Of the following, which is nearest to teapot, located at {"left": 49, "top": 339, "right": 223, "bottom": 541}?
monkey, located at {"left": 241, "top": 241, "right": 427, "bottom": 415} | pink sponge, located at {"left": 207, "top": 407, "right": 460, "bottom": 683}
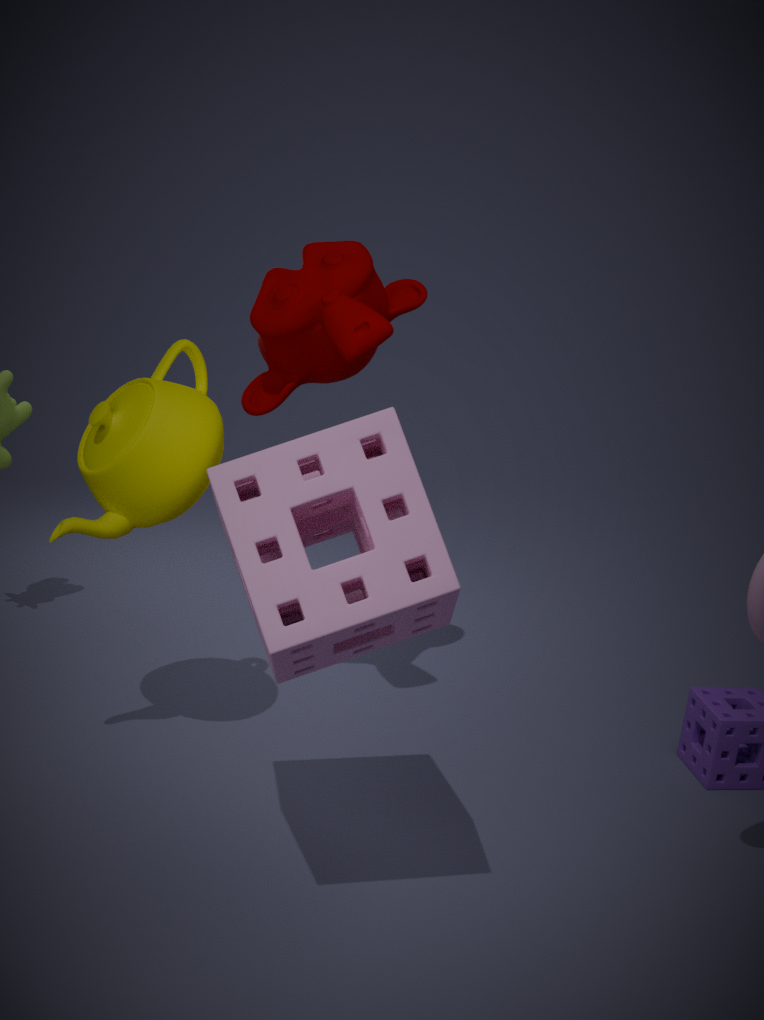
monkey, located at {"left": 241, "top": 241, "right": 427, "bottom": 415}
